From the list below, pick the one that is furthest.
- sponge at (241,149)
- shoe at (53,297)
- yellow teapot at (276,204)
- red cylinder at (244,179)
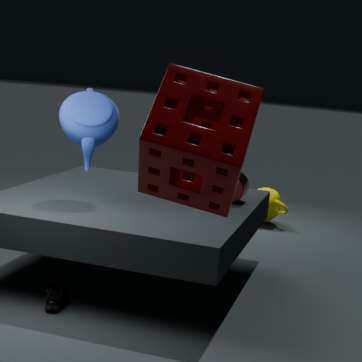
yellow teapot at (276,204)
